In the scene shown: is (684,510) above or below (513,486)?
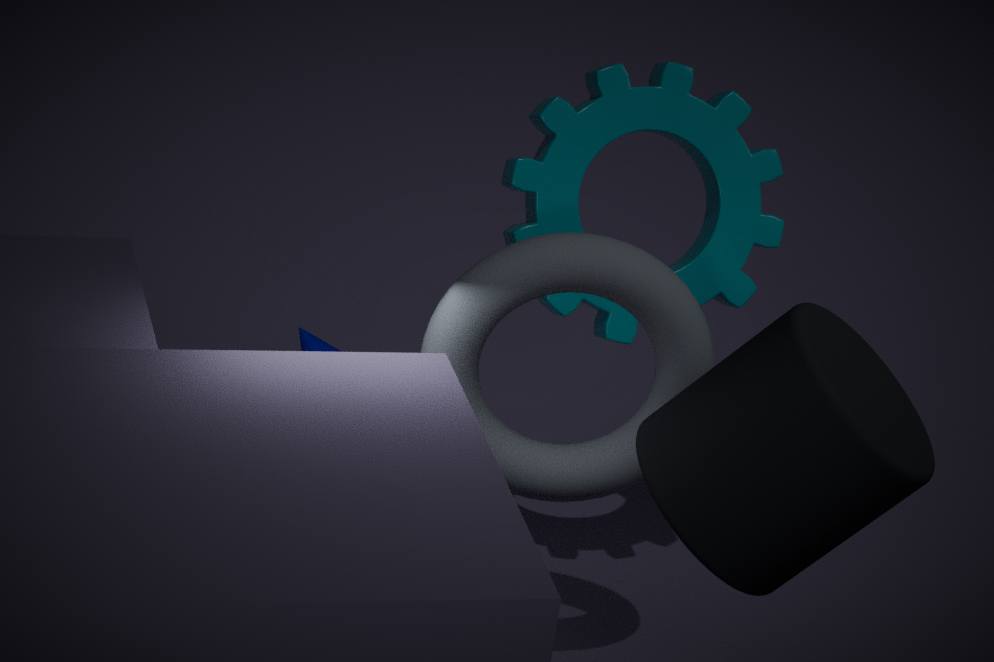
above
